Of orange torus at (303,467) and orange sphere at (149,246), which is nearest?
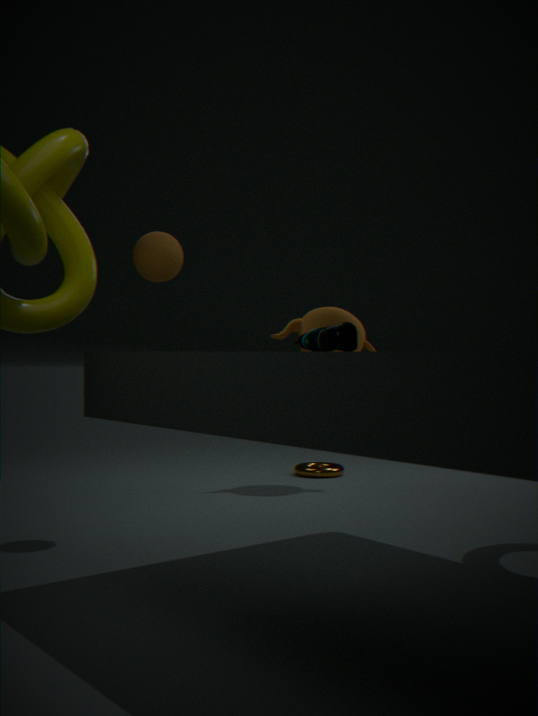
orange sphere at (149,246)
